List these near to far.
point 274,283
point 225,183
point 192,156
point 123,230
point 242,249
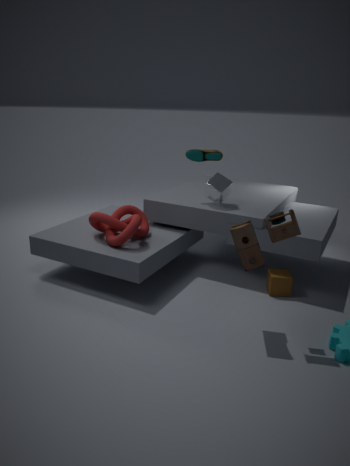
point 242,249 < point 123,230 < point 274,283 < point 225,183 < point 192,156
